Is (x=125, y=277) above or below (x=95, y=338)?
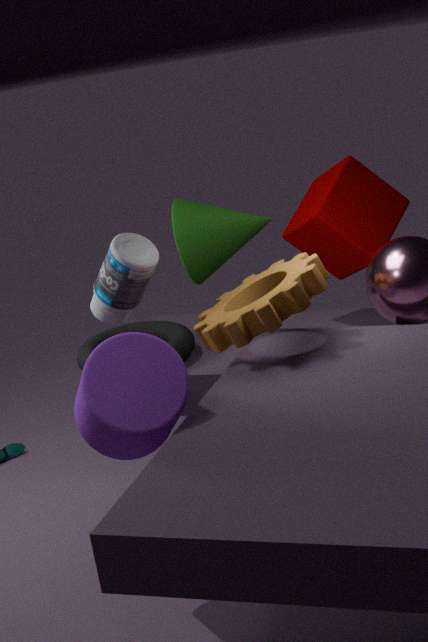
above
